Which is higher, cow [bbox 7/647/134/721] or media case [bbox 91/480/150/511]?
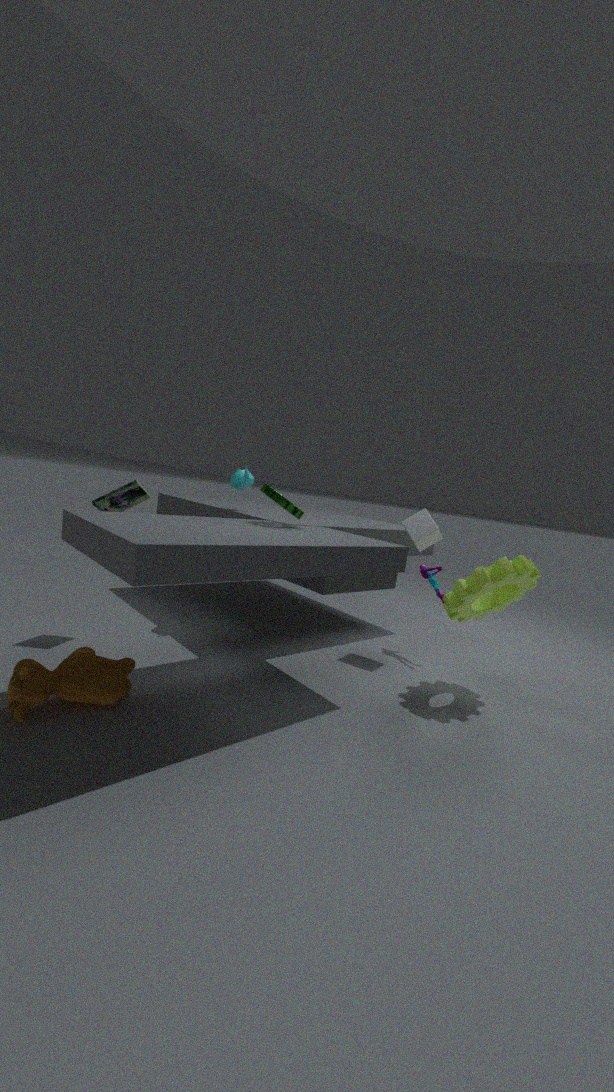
media case [bbox 91/480/150/511]
